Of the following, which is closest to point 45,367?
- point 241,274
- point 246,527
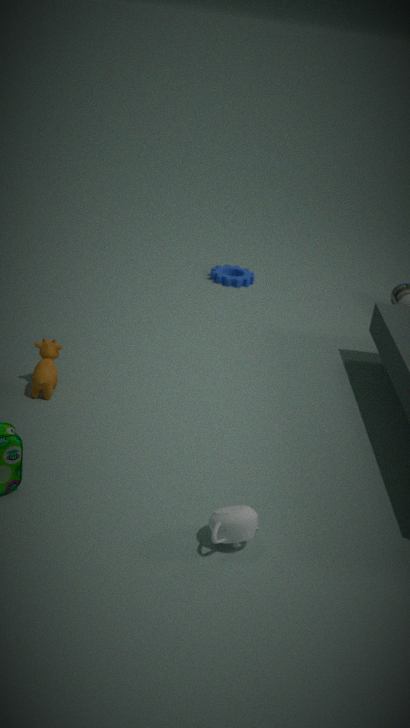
point 246,527
